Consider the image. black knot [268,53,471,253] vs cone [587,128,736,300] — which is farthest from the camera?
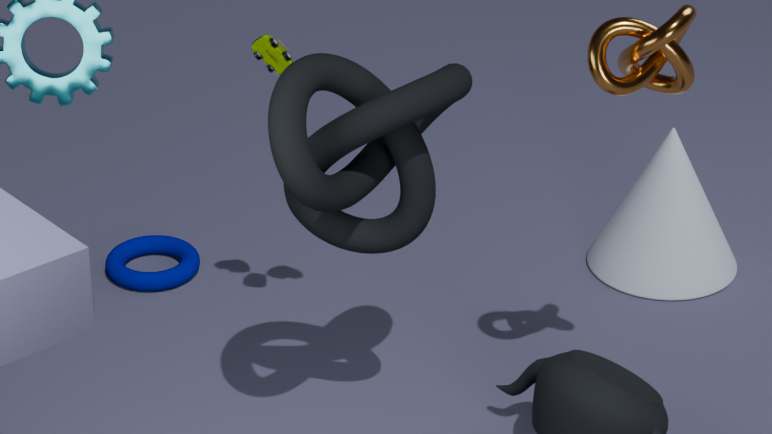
cone [587,128,736,300]
